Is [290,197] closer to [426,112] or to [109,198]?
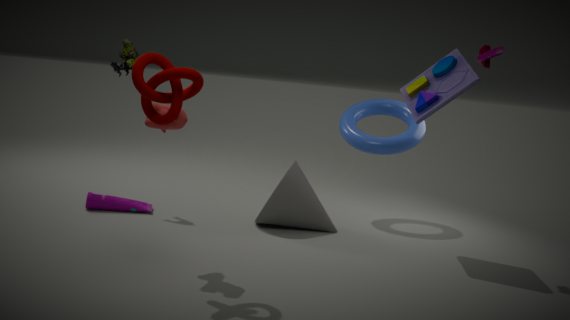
[109,198]
